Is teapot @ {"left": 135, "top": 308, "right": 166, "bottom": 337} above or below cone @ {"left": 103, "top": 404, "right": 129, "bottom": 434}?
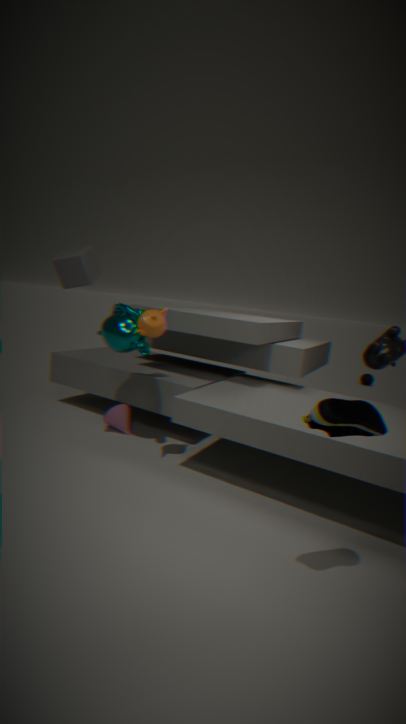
above
